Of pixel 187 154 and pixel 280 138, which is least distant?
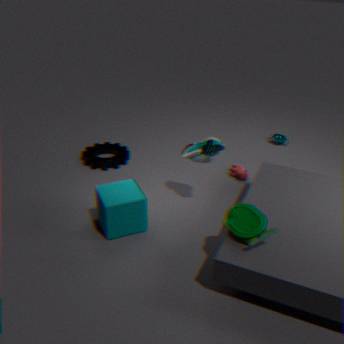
pixel 187 154
